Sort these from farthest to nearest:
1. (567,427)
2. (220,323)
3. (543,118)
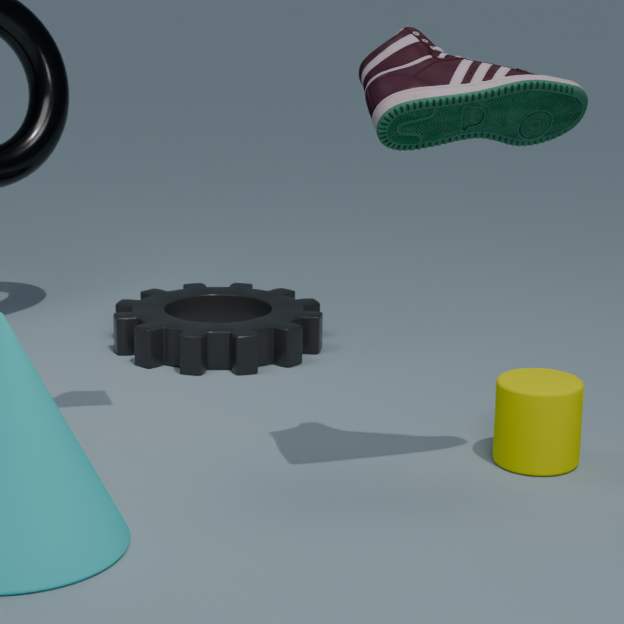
(220,323), (567,427), (543,118)
